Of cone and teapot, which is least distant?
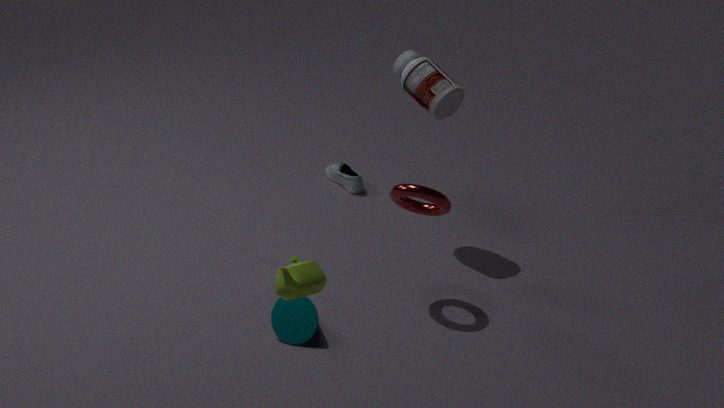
teapot
